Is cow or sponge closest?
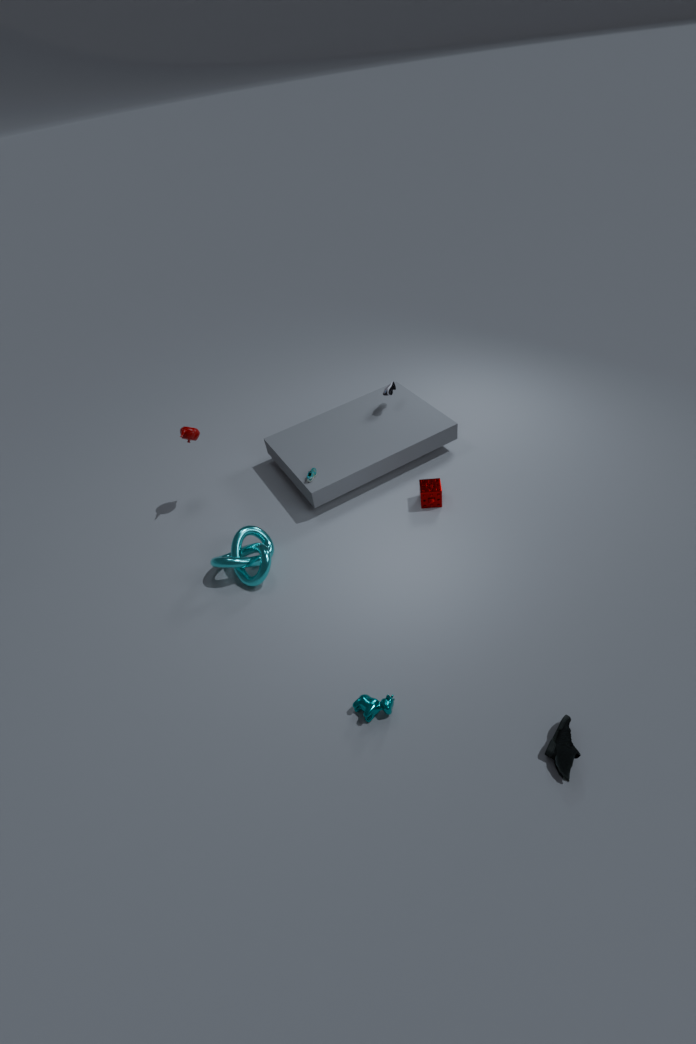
cow
